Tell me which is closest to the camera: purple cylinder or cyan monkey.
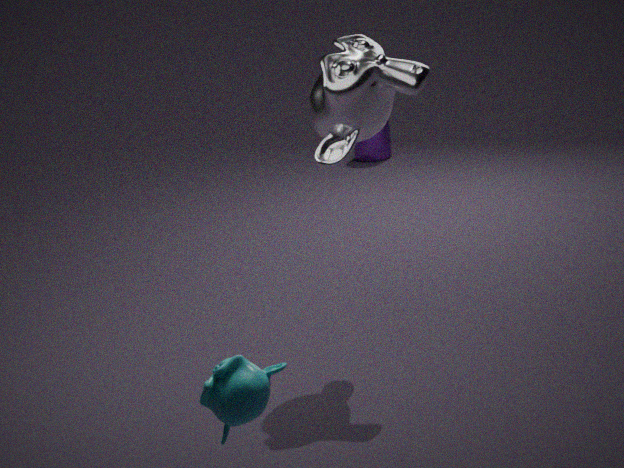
cyan monkey
